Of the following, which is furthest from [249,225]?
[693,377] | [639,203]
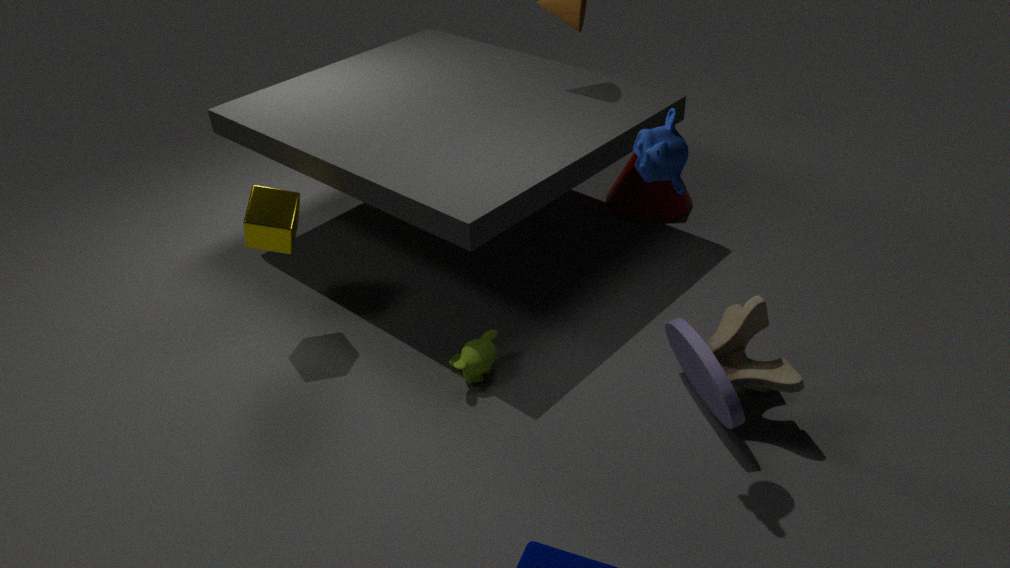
[639,203]
